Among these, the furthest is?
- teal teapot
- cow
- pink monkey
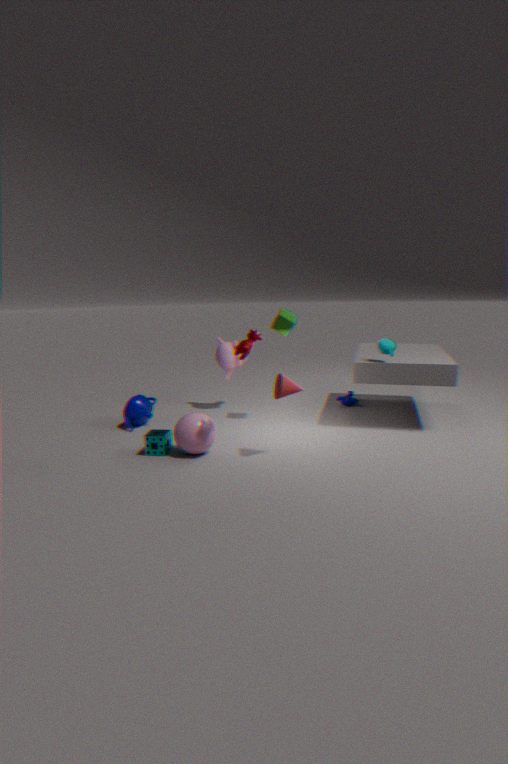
pink monkey
